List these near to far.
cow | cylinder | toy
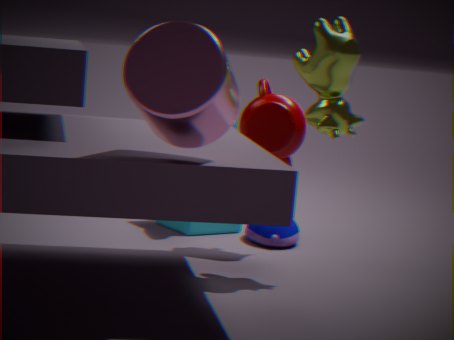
cylinder, cow, toy
